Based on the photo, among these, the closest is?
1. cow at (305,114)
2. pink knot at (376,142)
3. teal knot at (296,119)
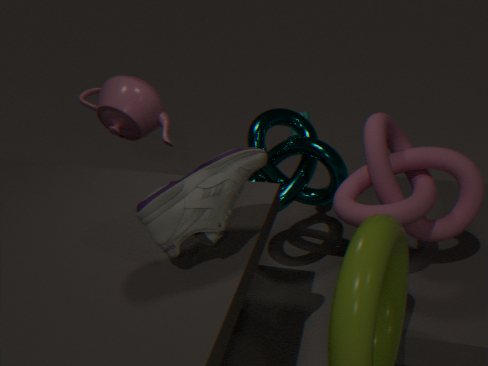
pink knot at (376,142)
